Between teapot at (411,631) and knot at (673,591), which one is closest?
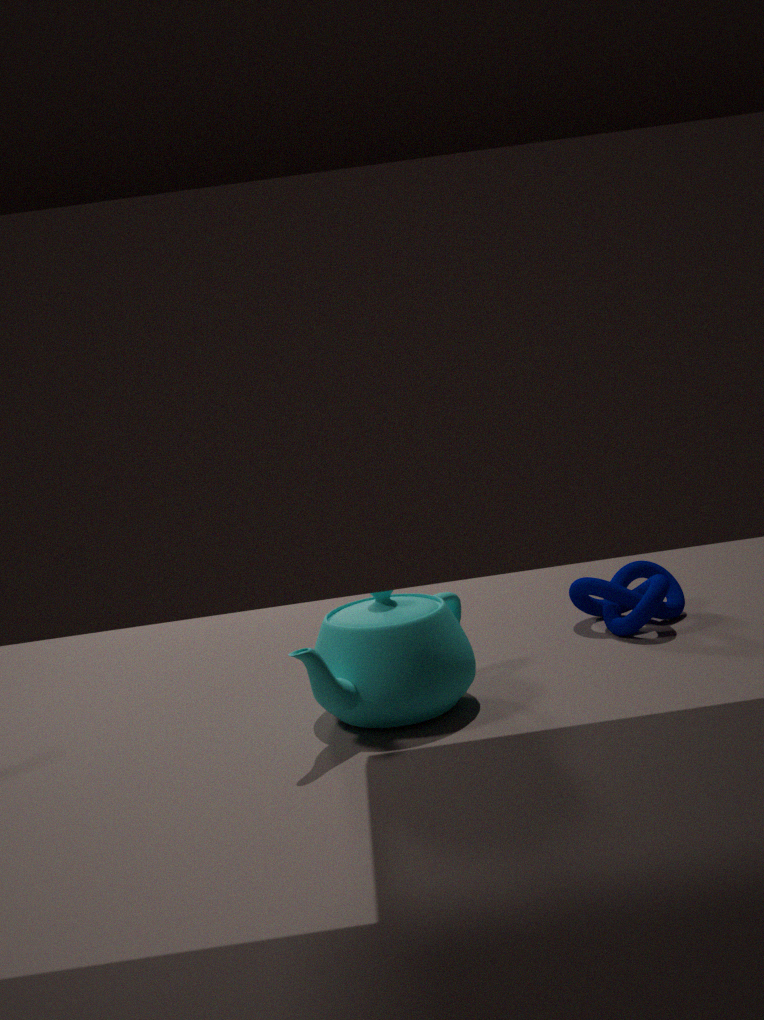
teapot at (411,631)
